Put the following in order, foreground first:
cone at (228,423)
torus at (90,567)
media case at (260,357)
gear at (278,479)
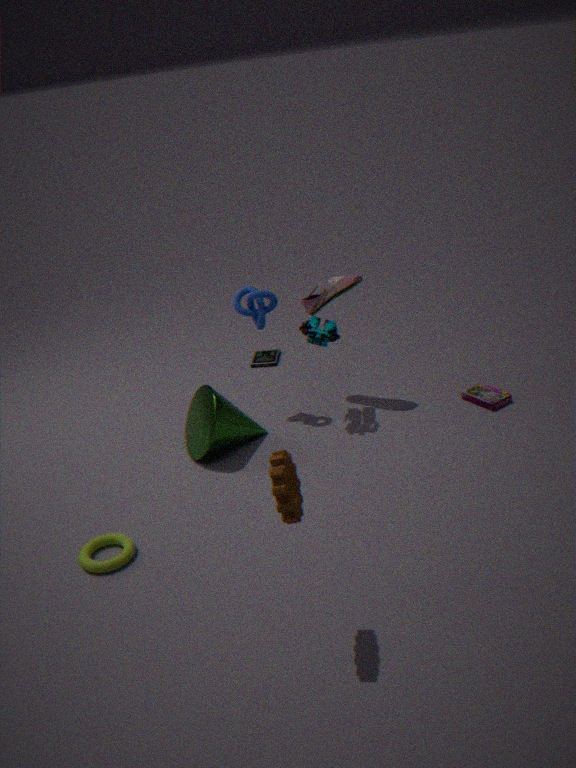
1. gear at (278,479)
2. torus at (90,567)
3. cone at (228,423)
4. media case at (260,357)
